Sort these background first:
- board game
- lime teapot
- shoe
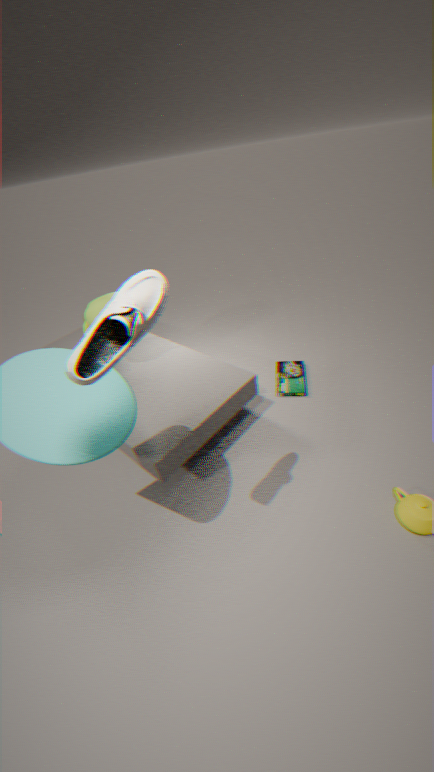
board game < lime teapot < shoe
